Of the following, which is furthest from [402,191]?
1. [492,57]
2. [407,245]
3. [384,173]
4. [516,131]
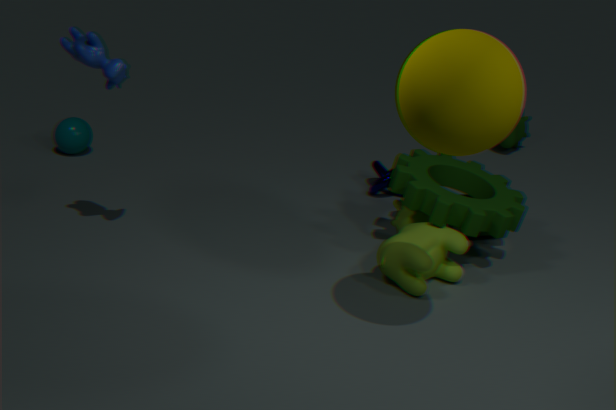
[516,131]
